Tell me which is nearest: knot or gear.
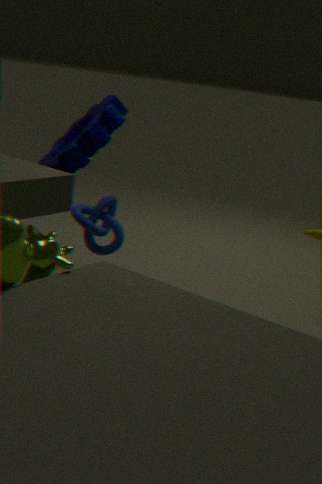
knot
